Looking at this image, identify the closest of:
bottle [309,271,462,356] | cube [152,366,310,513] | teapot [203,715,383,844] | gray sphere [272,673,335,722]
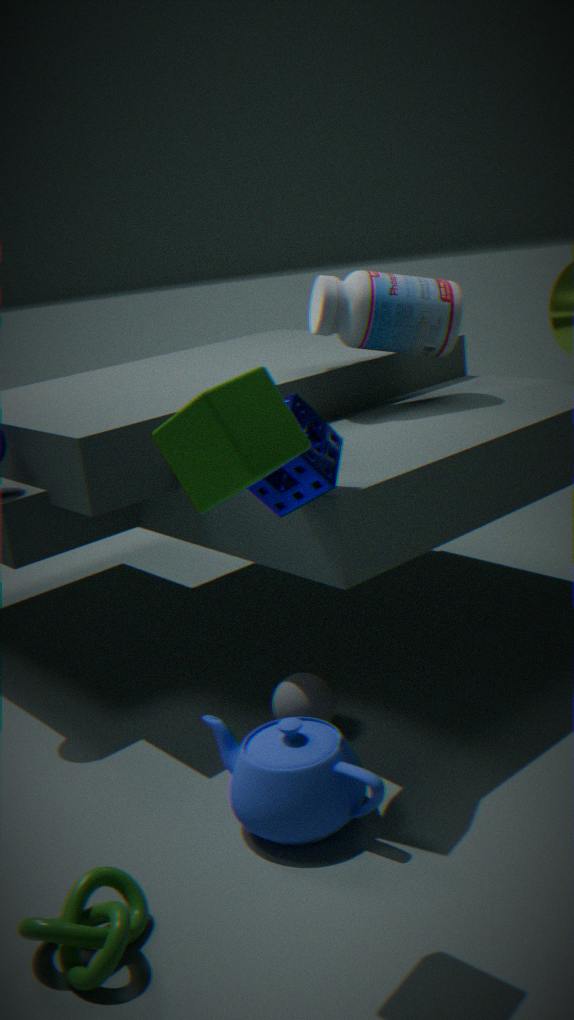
cube [152,366,310,513]
